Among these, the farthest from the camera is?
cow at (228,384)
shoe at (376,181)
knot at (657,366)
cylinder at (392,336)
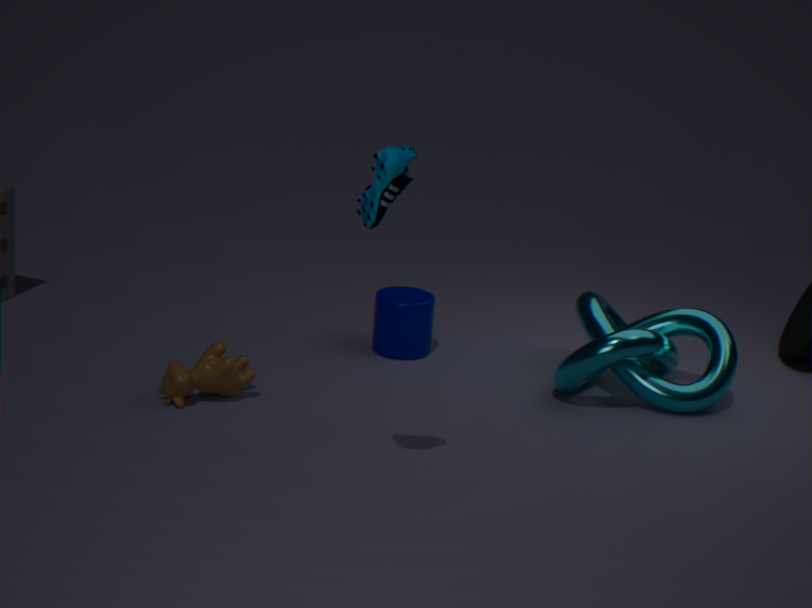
cylinder at (392,336)
